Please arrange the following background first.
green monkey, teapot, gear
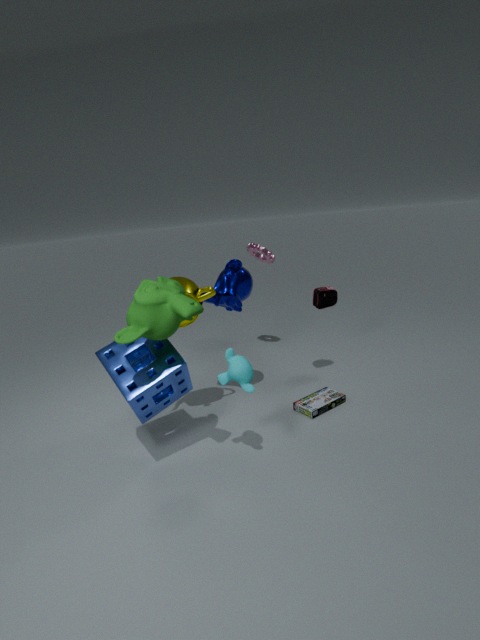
gear < teapot < green monkey
